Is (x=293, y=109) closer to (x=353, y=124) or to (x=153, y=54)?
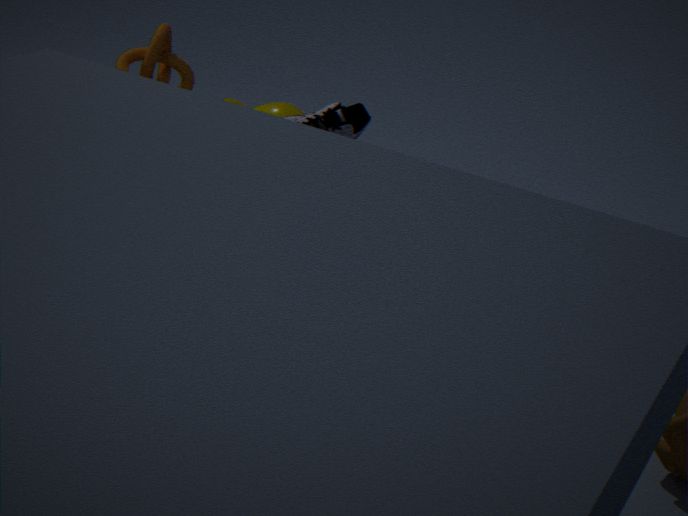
(x=153, y=54)
